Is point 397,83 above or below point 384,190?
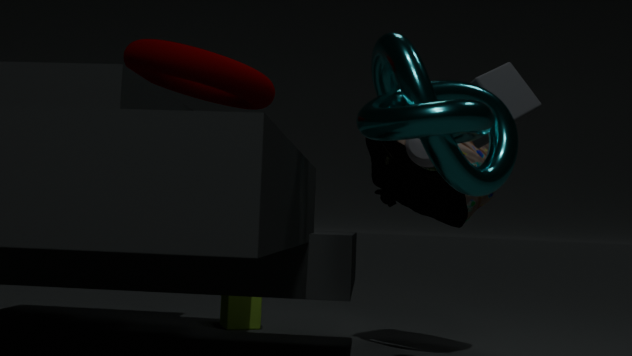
above
